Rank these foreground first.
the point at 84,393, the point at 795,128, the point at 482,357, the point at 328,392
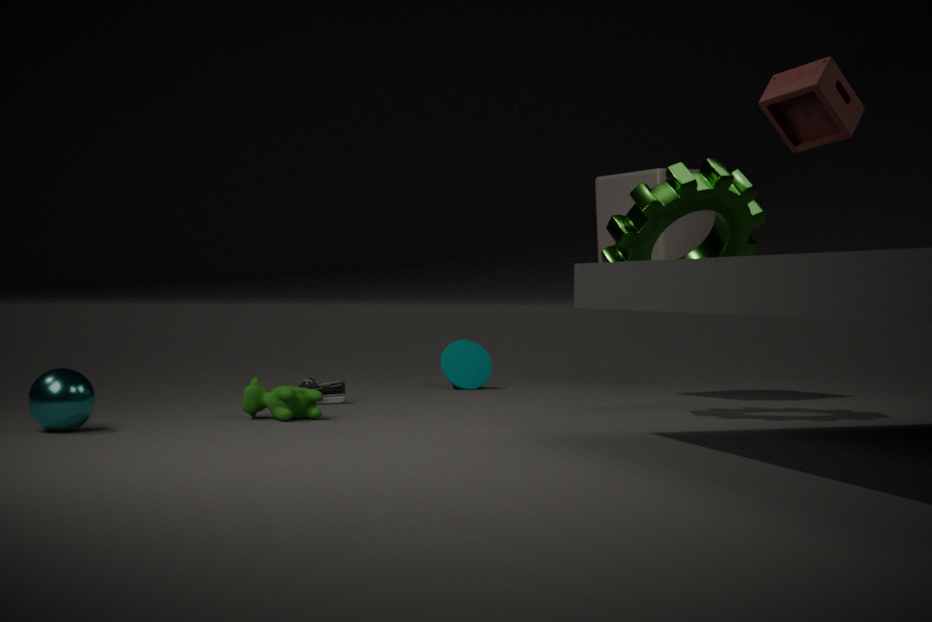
the point at 795,128 → the point at 84,393 → the point at 328,392 → the point at 482,357
